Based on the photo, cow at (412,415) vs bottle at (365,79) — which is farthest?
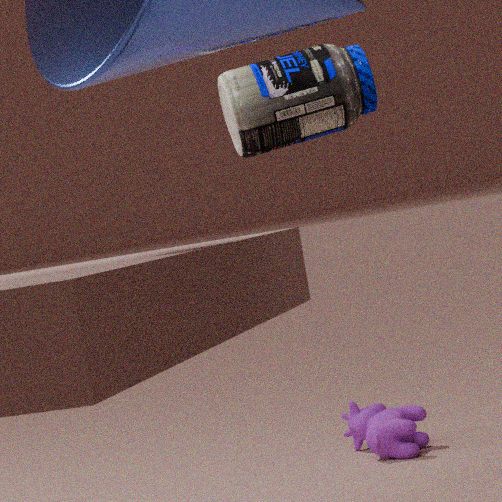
cow at (412,415)
